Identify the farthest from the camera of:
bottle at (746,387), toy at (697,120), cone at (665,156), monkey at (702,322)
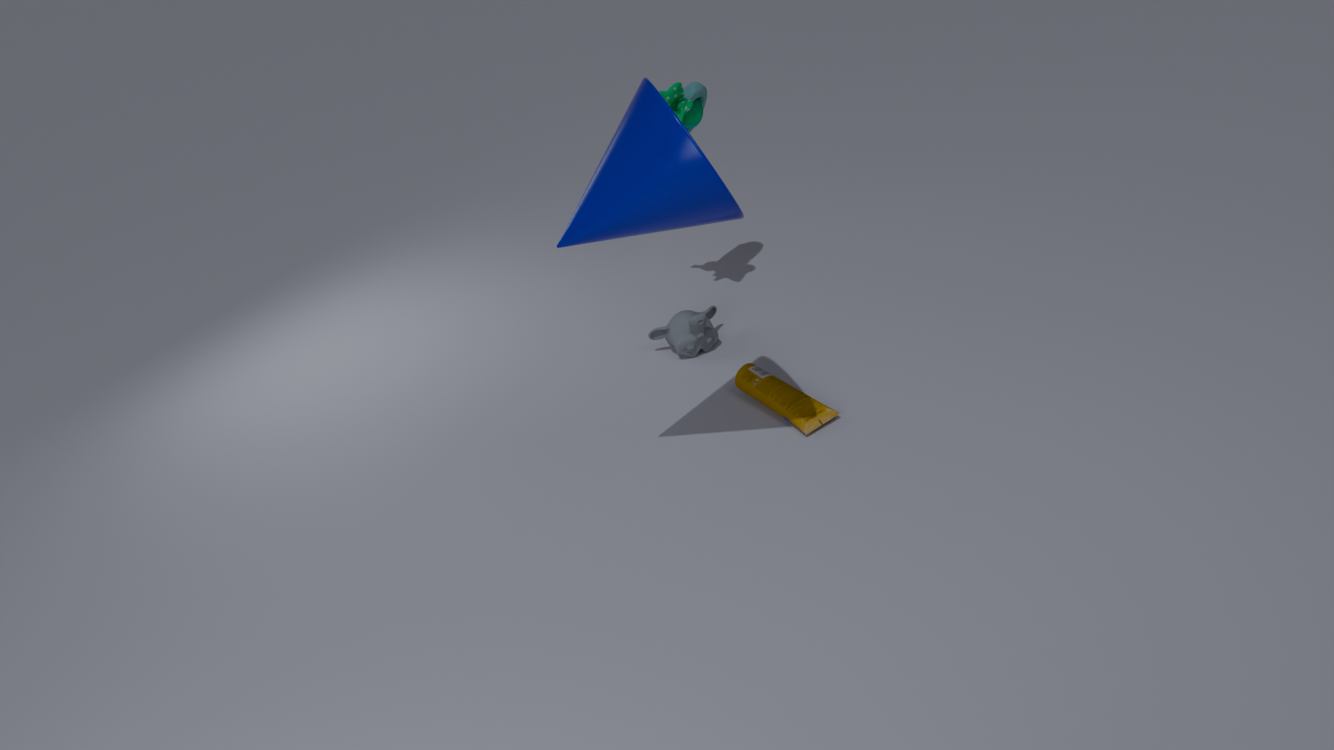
monkey at (702,322)
